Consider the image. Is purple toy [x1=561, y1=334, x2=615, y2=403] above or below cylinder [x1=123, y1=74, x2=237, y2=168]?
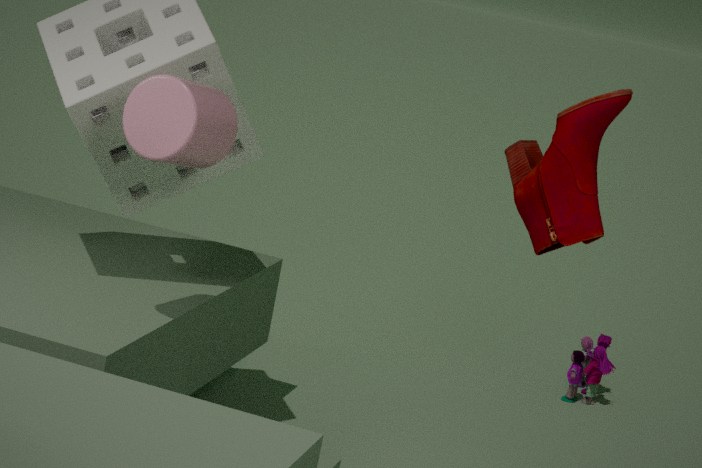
below
